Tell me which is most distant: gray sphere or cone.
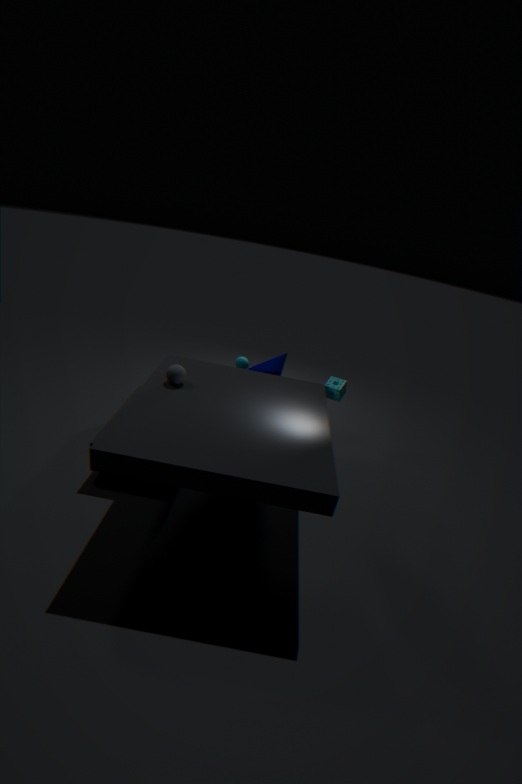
cone
